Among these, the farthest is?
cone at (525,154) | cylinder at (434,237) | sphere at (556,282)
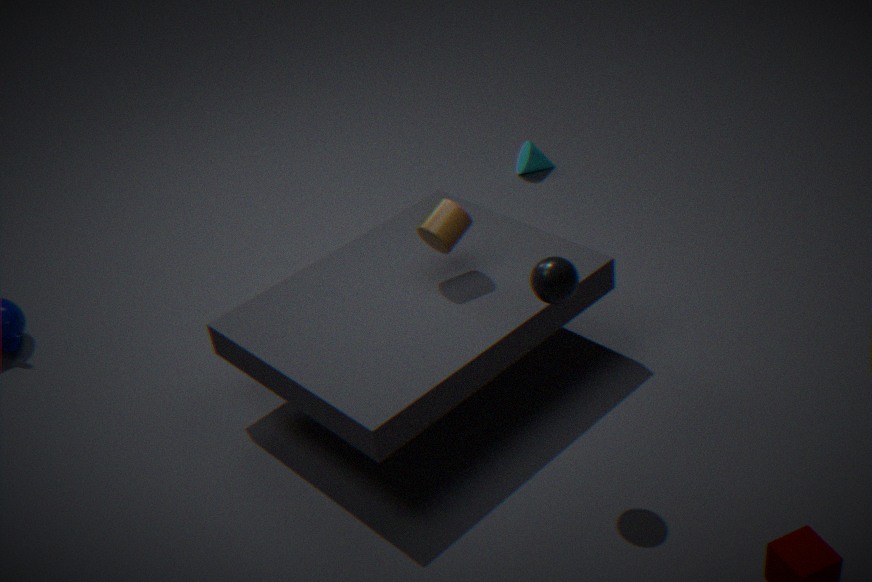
cone at (525,154)
